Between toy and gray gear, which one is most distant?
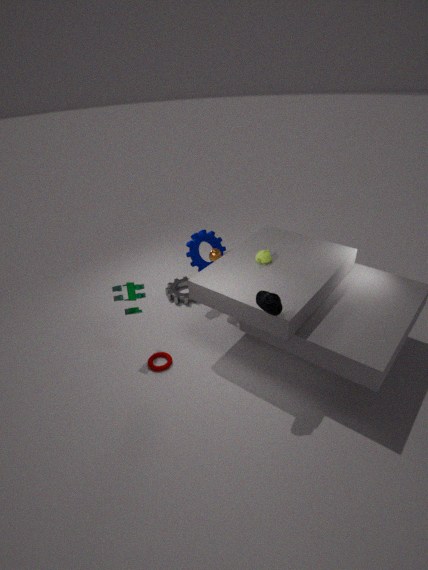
gray gear
